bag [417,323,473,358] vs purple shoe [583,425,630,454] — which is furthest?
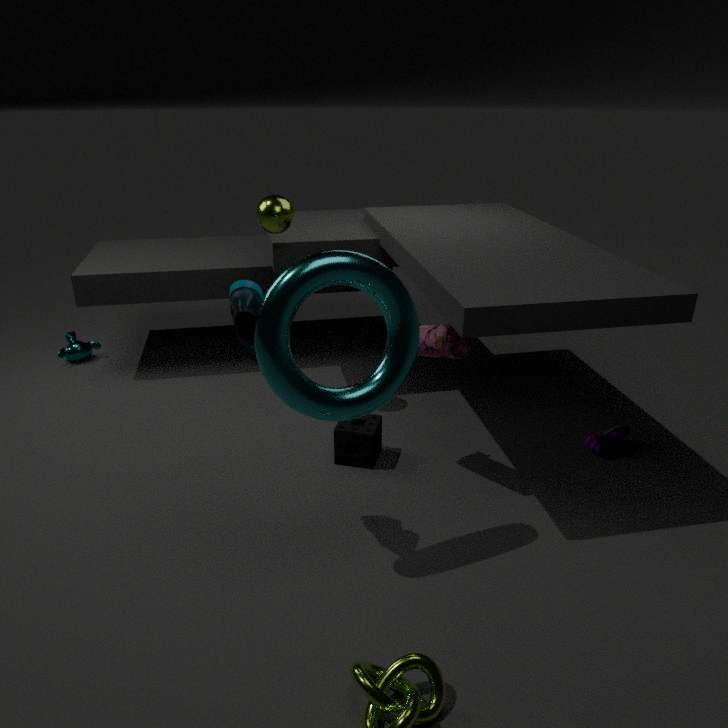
purple shoe [583,425,630,454]
